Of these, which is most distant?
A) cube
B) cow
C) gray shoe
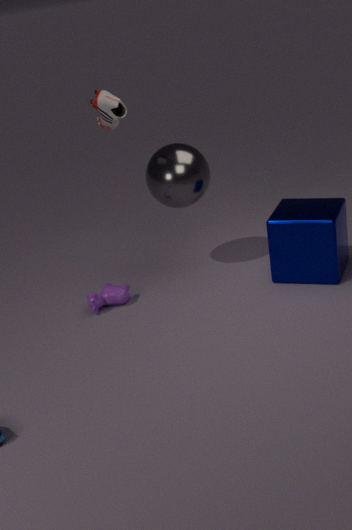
cow
